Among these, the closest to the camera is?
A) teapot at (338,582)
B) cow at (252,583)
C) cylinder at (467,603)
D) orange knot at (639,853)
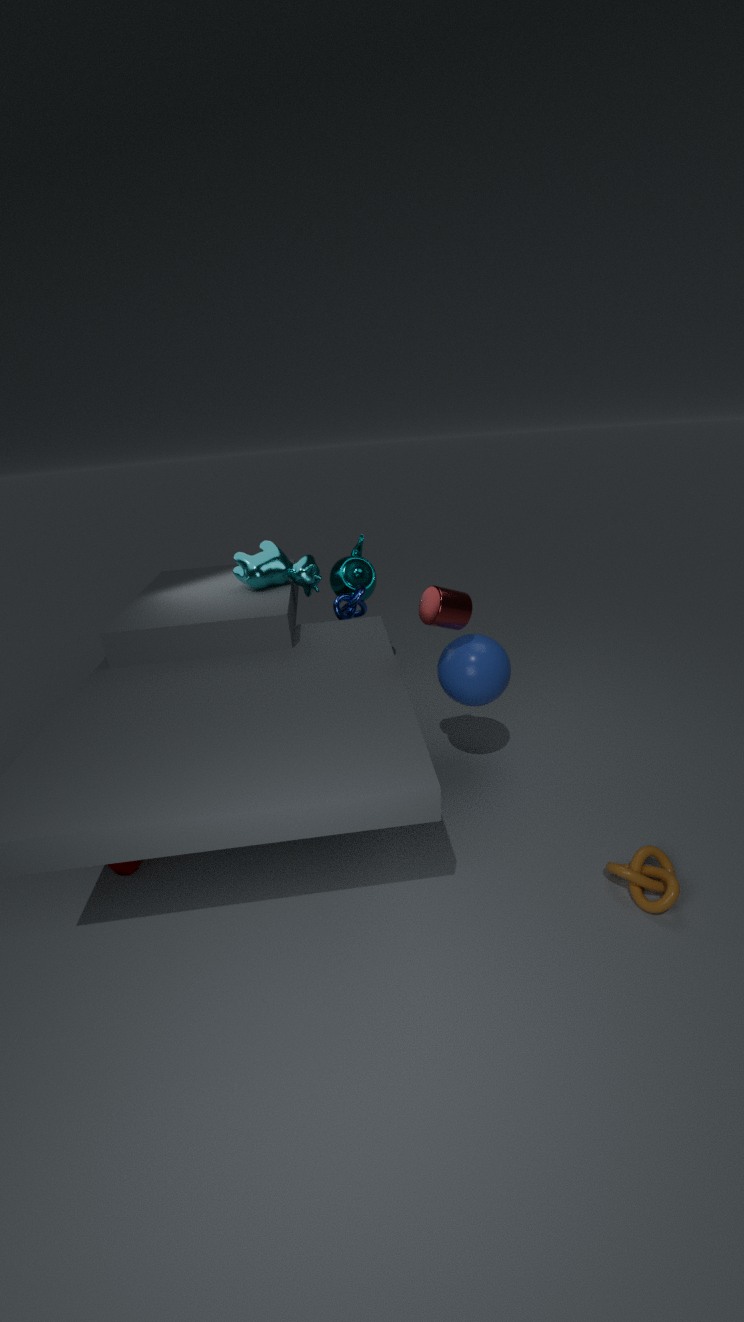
orange knot at (639,853)
